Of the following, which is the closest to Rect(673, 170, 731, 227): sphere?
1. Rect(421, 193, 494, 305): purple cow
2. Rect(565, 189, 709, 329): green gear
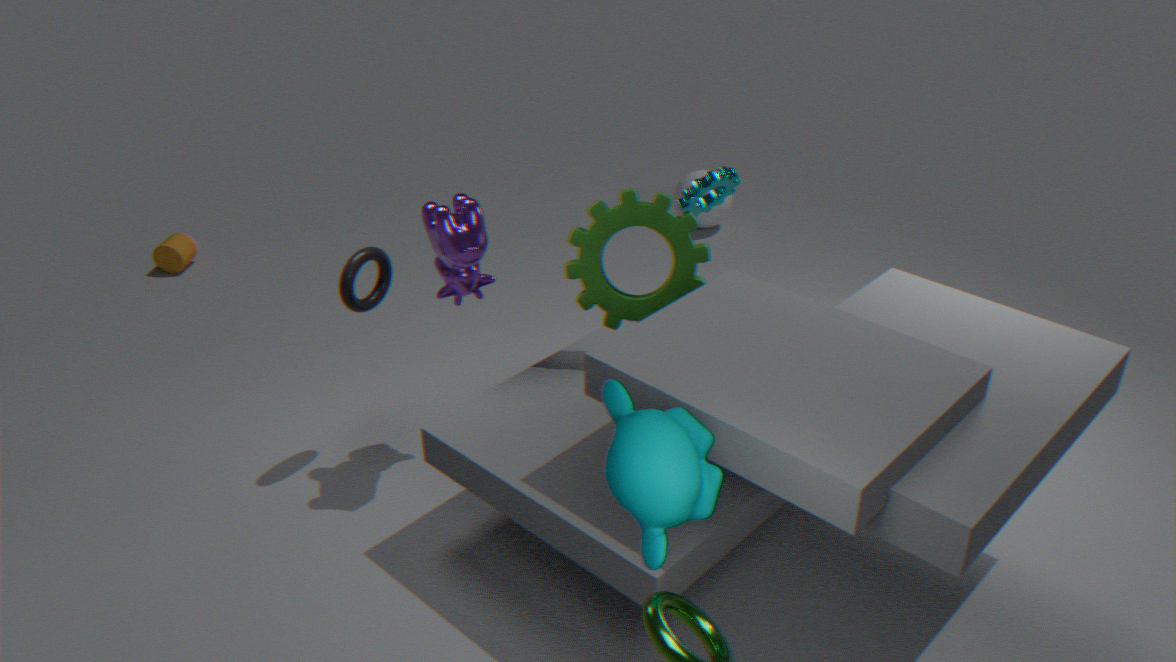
Rect(565, 189, 709, 329): green gear
